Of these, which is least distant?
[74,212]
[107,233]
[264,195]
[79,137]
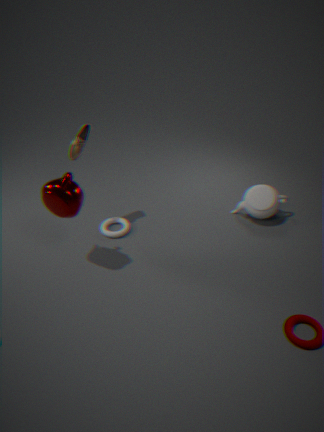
[74,212]
